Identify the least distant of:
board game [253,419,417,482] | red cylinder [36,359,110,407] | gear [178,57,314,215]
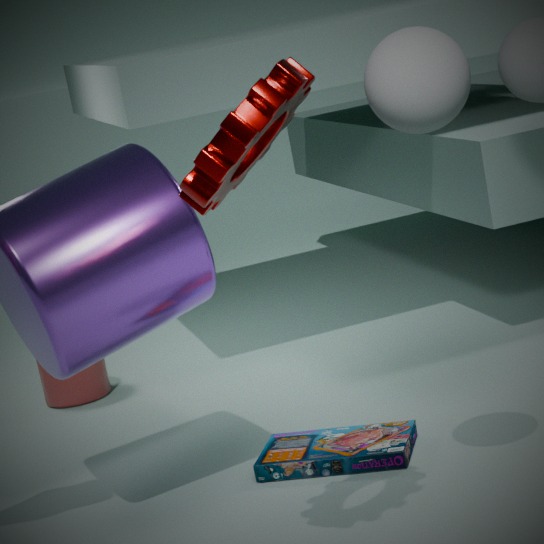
gear [178,57,314,215]
